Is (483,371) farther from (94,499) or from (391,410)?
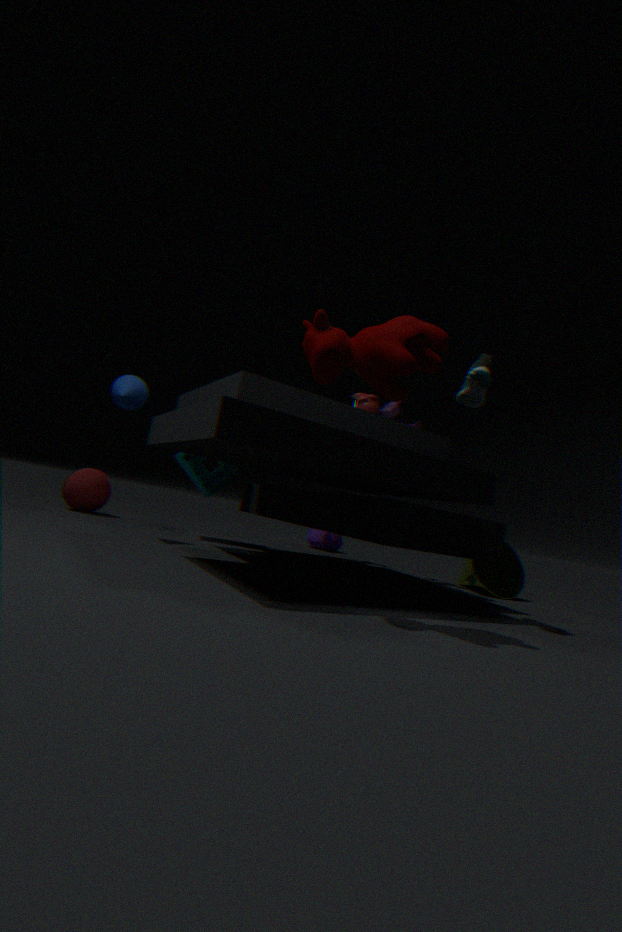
(94,499)
